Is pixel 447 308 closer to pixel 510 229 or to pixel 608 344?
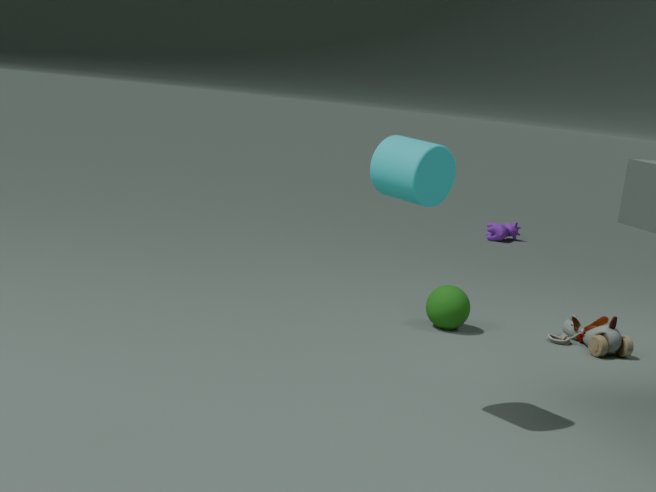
pixel 608 344
